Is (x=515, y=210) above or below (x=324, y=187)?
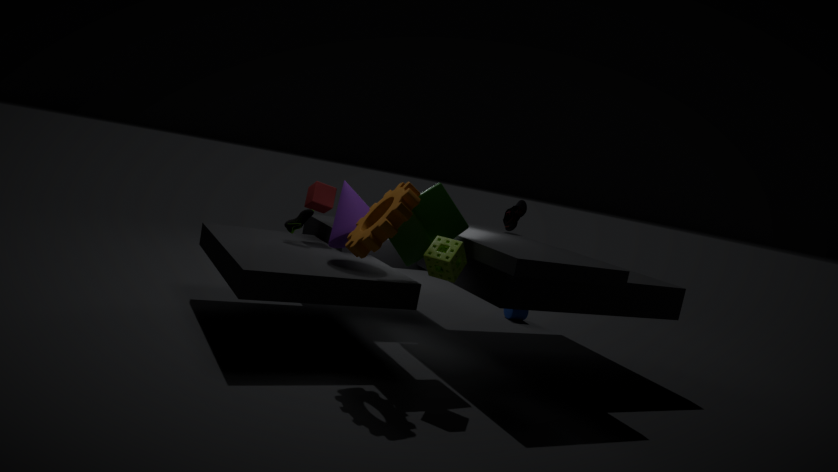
above
